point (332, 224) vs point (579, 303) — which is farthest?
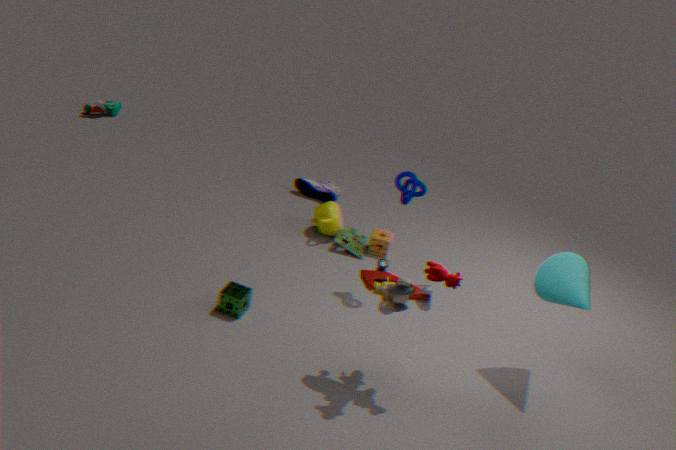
point (332, 224)
